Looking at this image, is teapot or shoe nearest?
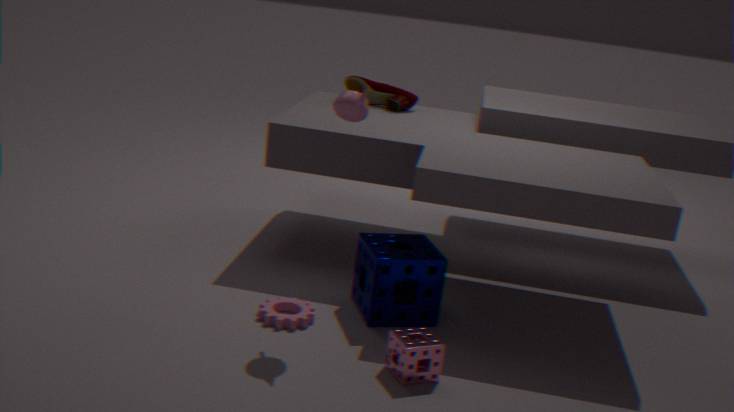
teapot
